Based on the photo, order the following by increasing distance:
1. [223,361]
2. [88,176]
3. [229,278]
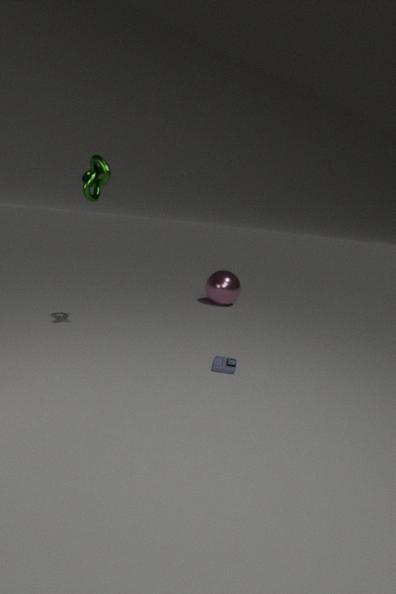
[88,176] < [223,361] < [229,278]
